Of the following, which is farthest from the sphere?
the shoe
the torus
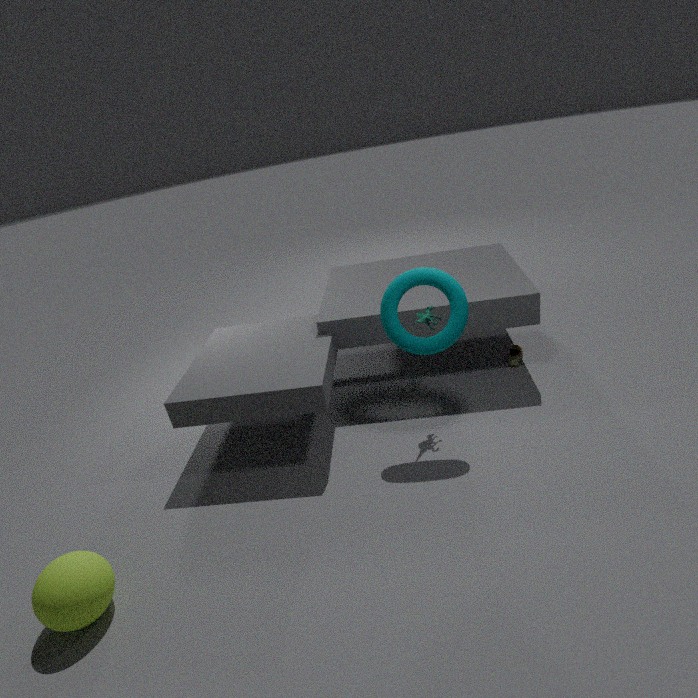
the shoe
